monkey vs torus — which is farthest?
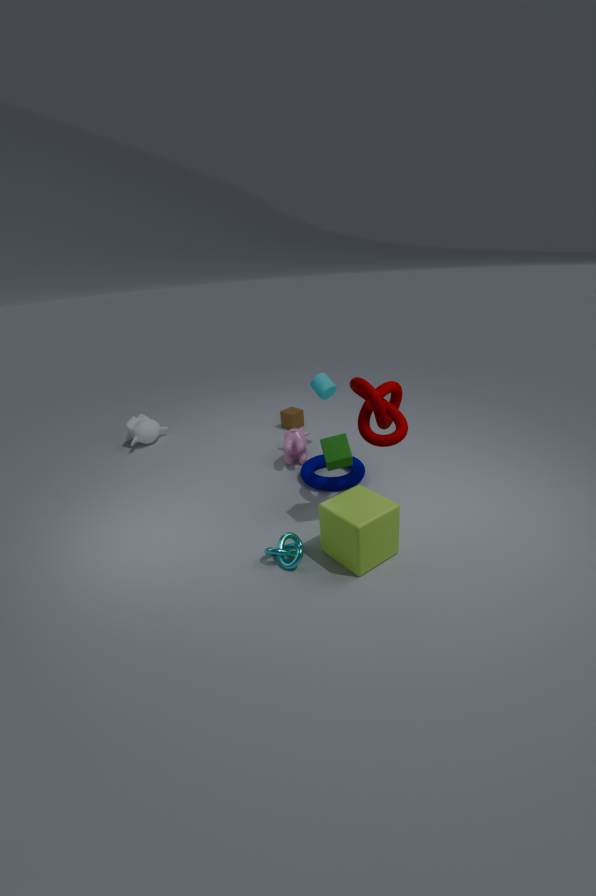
monkey
